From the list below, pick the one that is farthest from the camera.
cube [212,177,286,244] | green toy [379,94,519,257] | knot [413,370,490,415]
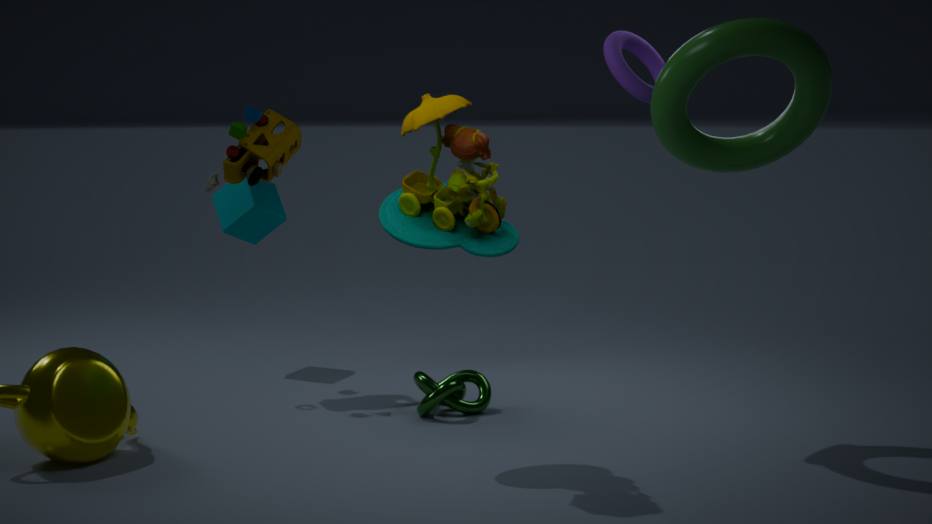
cube [212,177,286,244]
